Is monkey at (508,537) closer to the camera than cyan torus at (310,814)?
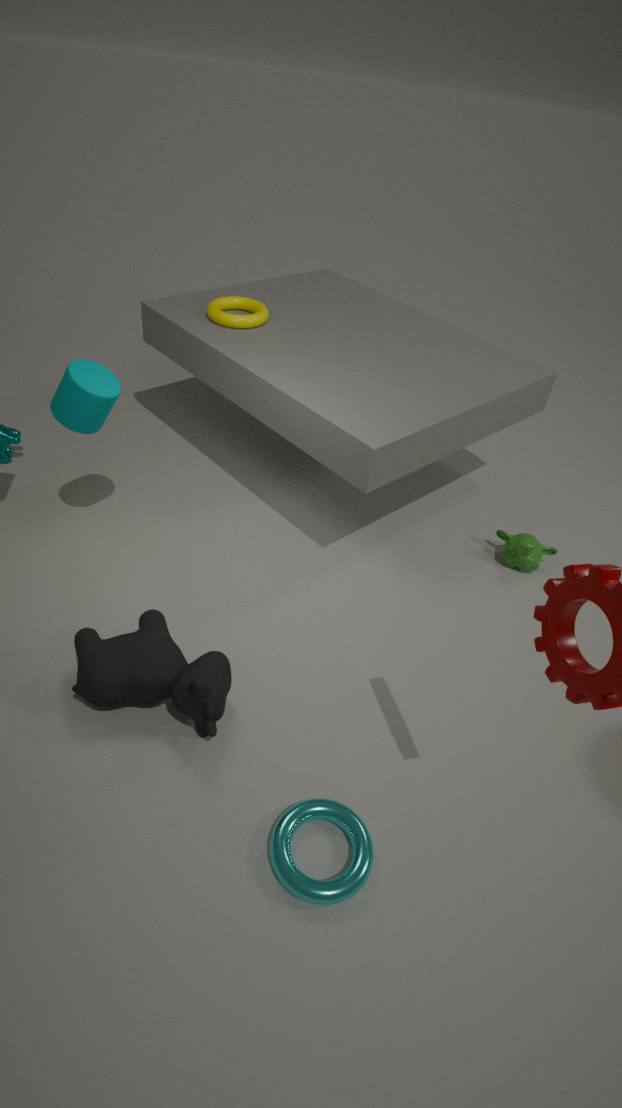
No
